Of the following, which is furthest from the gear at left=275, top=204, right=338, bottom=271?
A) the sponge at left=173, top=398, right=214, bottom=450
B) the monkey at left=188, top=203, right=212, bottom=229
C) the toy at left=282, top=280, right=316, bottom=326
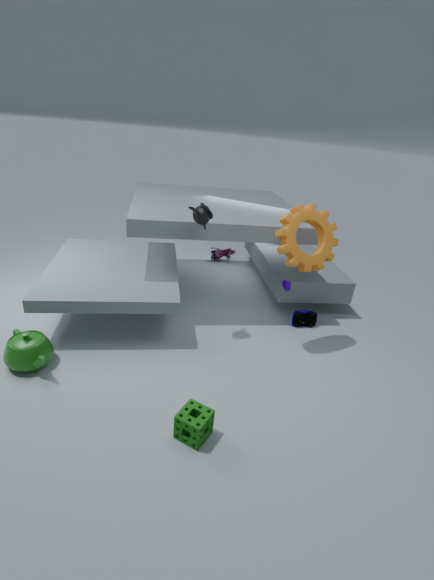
the sponge at left=173, top=398, right=214, bottom=450
